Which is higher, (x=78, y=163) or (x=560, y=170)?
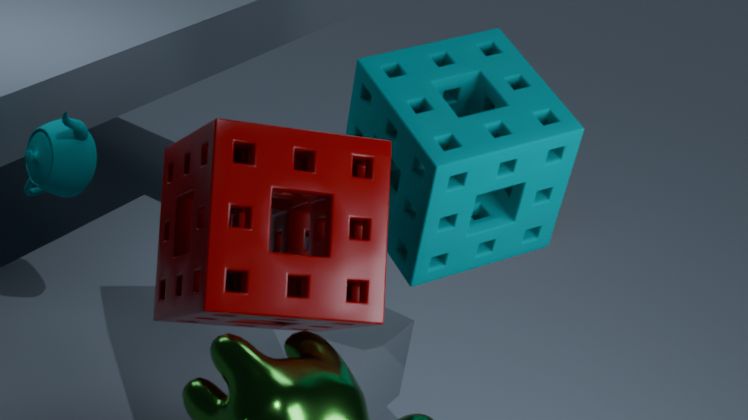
(x=560, y=170)
